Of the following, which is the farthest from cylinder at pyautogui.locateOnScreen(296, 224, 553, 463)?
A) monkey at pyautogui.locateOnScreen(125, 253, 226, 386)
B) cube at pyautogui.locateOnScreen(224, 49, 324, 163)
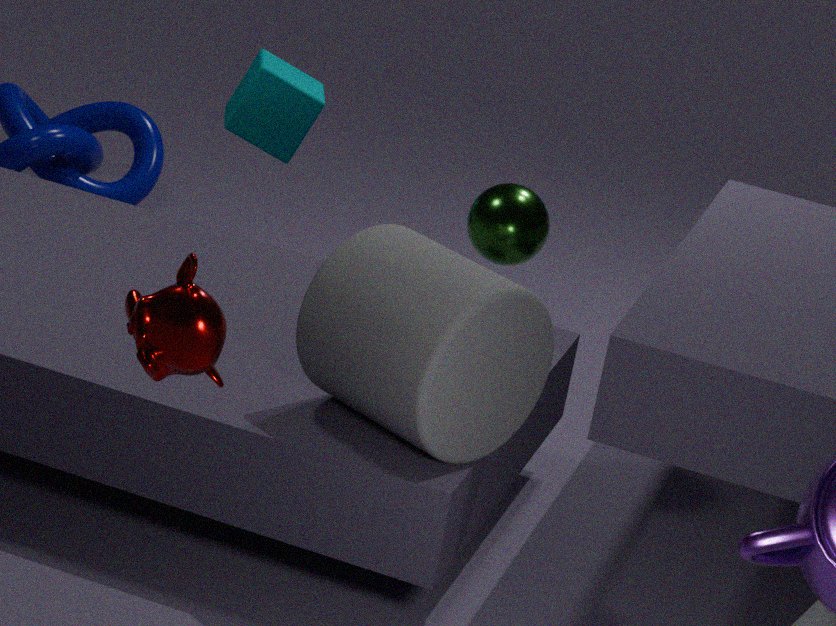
cube at pyautogui.locateOnScreen(224, 49, 324, 163)
